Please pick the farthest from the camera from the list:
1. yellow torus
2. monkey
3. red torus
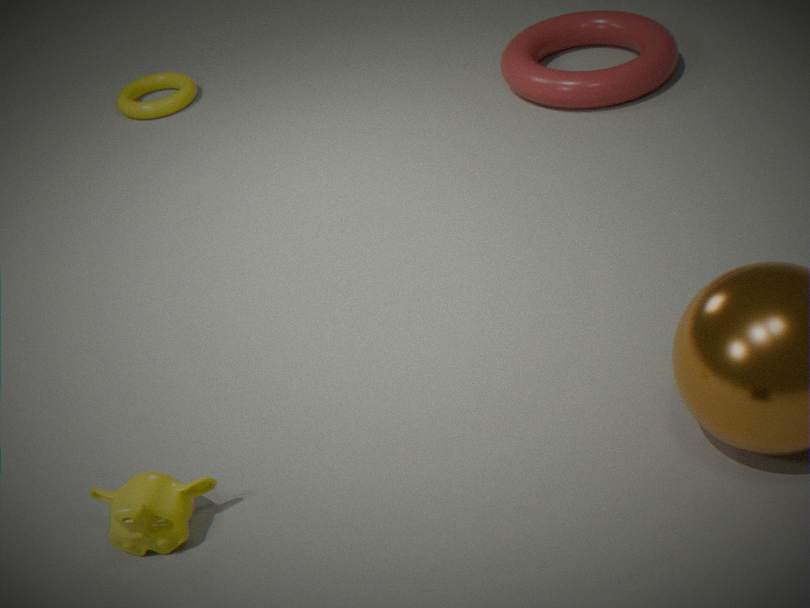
yellow torus
